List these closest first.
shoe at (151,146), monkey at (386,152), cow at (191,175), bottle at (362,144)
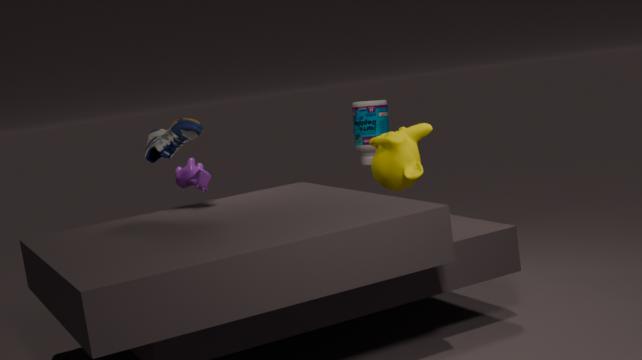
1. shoe at (151,146)
2. monkey at (386,152)
3. cow at (191,175)
4. bottle at (362,144)
